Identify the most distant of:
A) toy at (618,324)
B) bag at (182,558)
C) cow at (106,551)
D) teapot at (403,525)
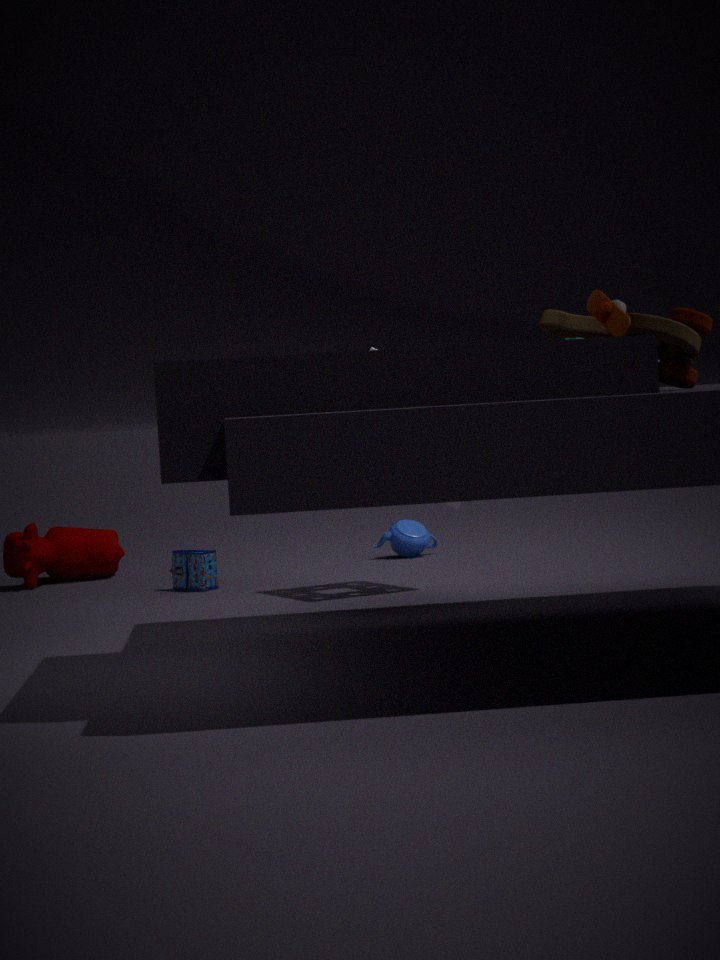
teapot at (403,525)
